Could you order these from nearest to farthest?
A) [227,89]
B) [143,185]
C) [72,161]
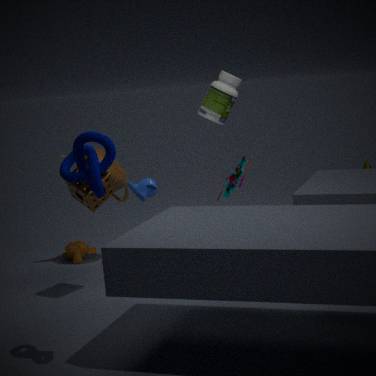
1. [72,161]
2. [227,89]
3. [143,185]
